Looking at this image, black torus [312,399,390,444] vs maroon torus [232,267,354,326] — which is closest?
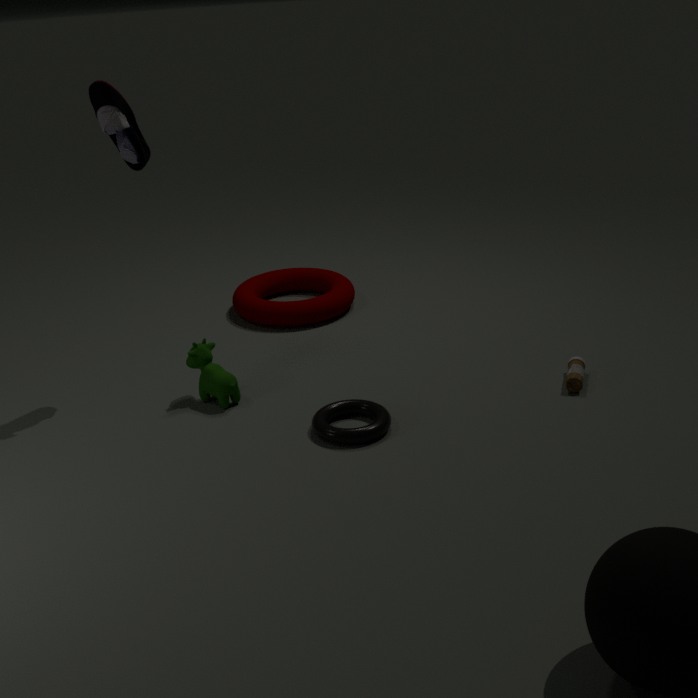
black torus [312,399,390,444]
